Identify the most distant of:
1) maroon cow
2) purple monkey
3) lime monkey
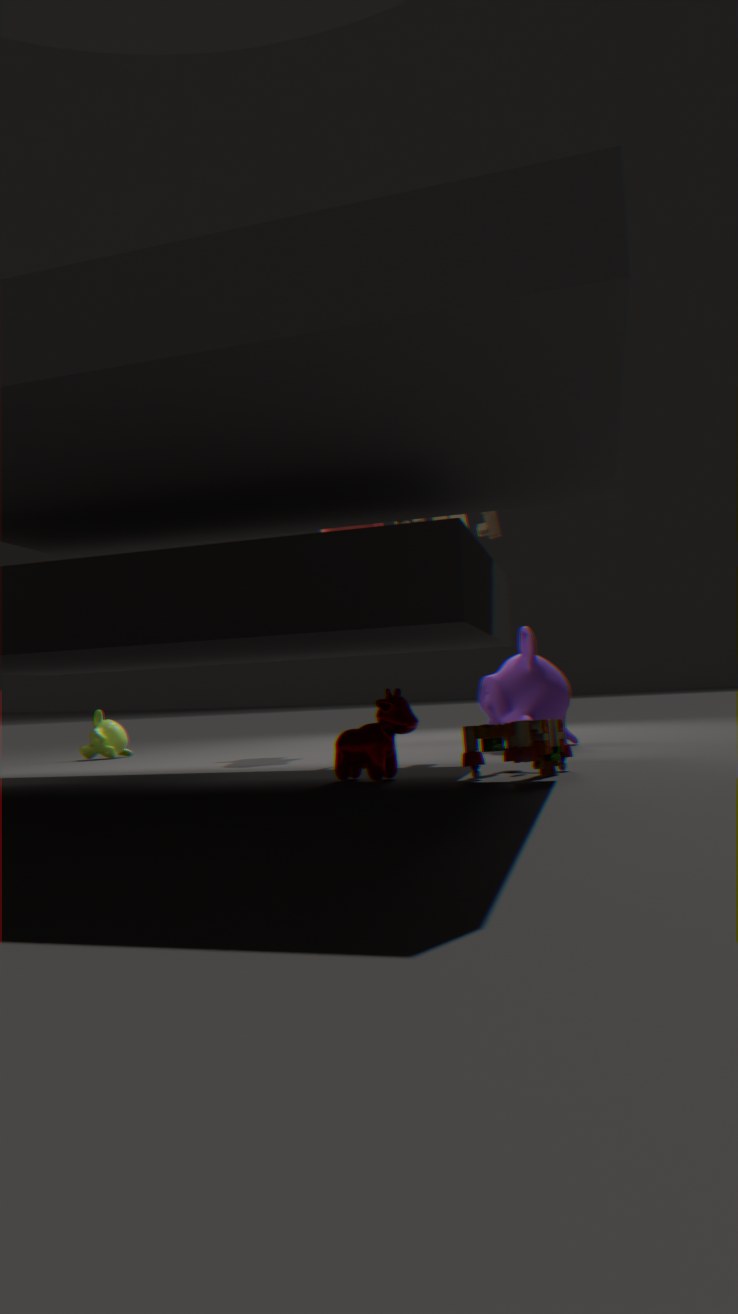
3. lime monkey
